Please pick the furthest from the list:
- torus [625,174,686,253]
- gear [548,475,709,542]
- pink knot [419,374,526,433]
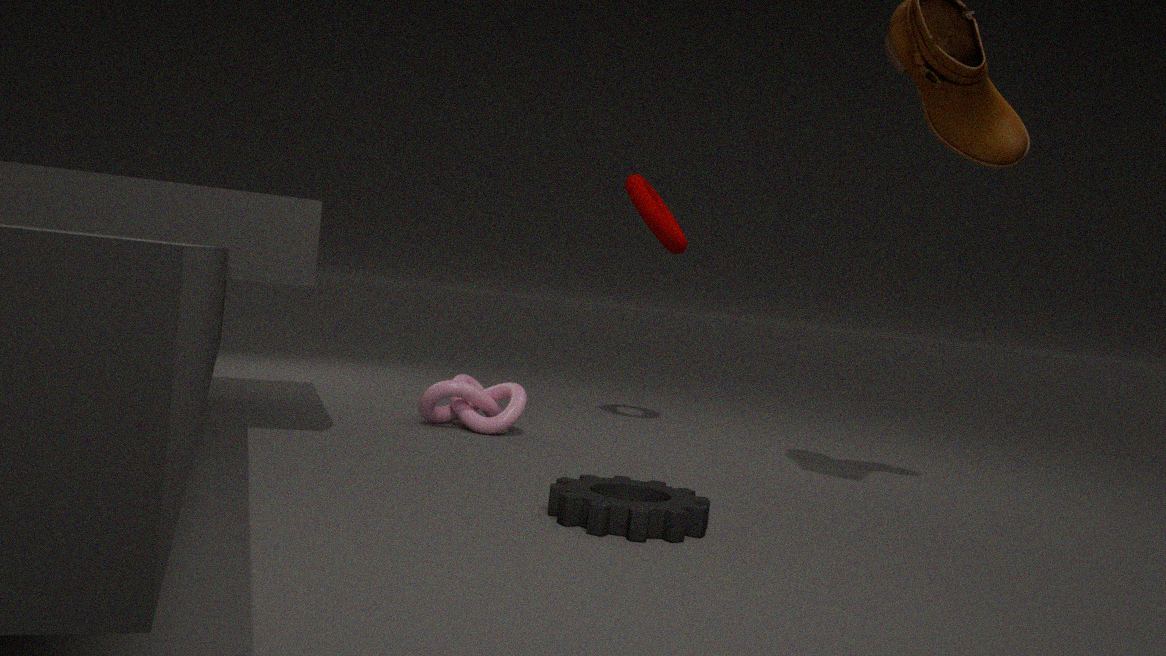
torus [625,174,686,253]
